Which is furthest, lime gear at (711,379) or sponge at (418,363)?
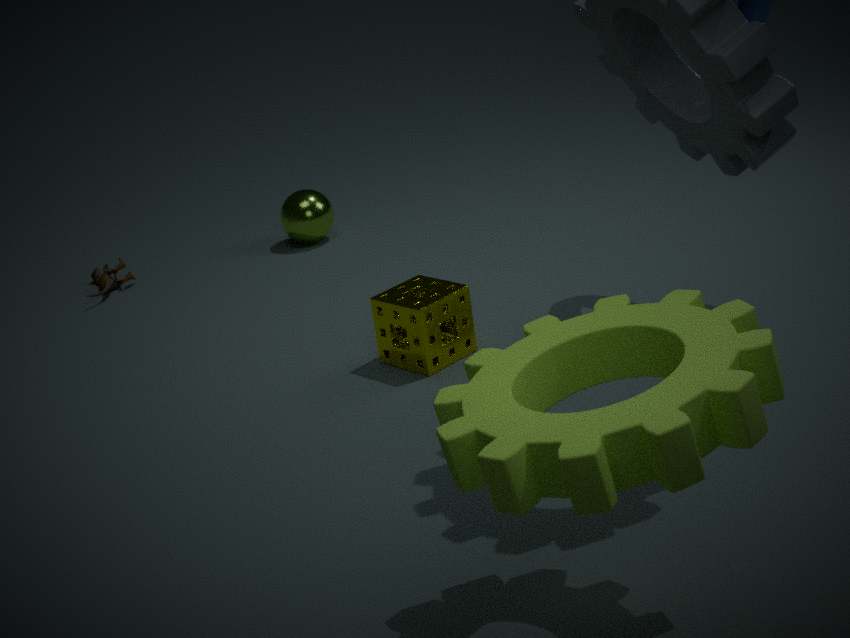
sponge at (418,363)
